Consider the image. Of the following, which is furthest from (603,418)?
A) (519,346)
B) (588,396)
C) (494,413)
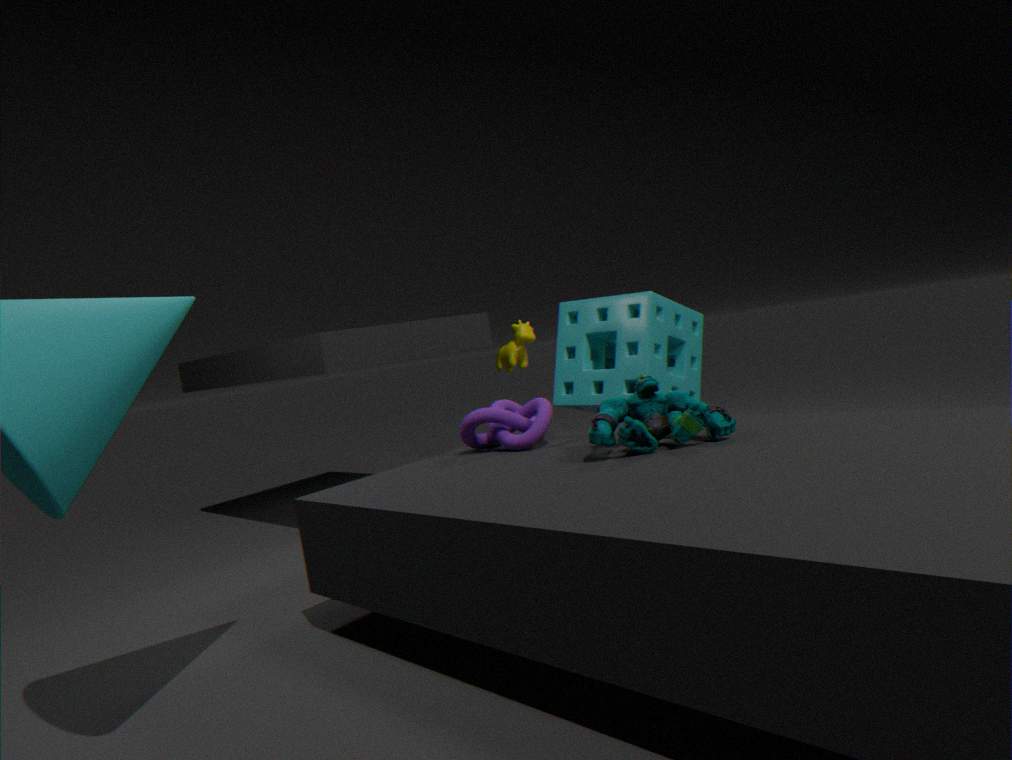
(519,346)
